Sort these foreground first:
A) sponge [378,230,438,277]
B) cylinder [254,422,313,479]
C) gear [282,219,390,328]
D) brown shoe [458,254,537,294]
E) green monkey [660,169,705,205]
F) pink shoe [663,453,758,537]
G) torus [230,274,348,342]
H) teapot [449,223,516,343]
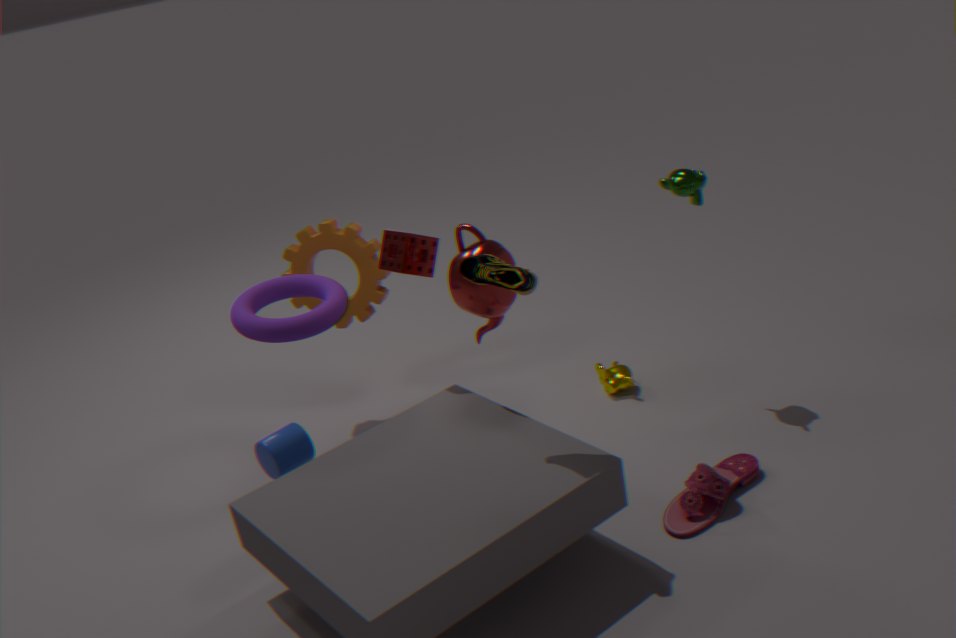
brown shoe [458,254,537,294] → pink shoe [663,453,758,537] → cylinder [254,422,313,479] → teapot [449,223,516,343] → torus [230,274,348,342] → sponge [378,230,438,277] → green monkey [660,169,705,205] → gear [282,219,390,328]
